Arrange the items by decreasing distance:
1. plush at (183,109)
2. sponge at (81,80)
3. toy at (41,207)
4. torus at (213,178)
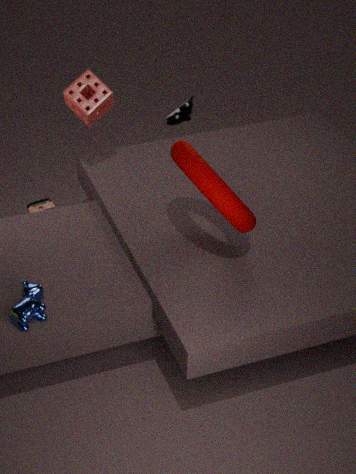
1. plush at (183,109)
2. toy at (41,207)
3. sponge at (81,80)
4. torus at (213,178)
